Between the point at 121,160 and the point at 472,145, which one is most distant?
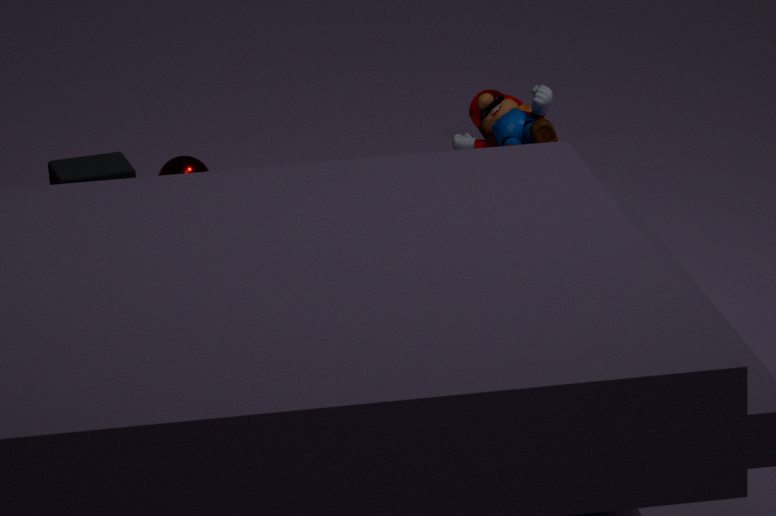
the point at 472,145
